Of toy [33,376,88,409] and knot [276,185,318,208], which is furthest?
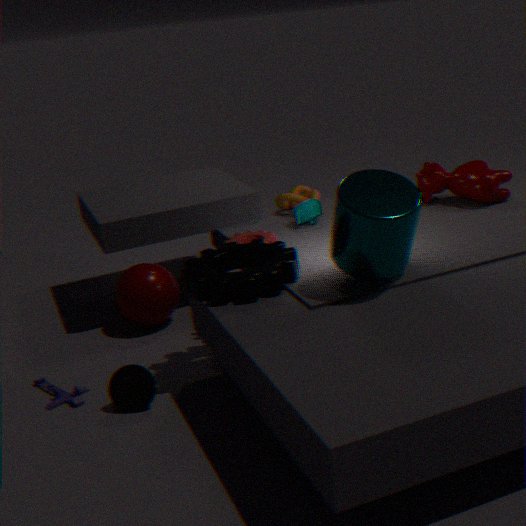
knot [276,185,318,208]
